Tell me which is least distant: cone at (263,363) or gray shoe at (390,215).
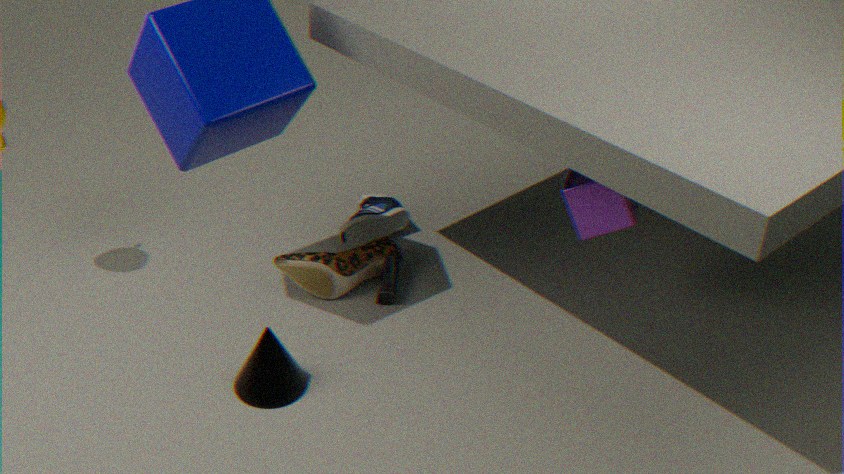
cone at (263,363)
